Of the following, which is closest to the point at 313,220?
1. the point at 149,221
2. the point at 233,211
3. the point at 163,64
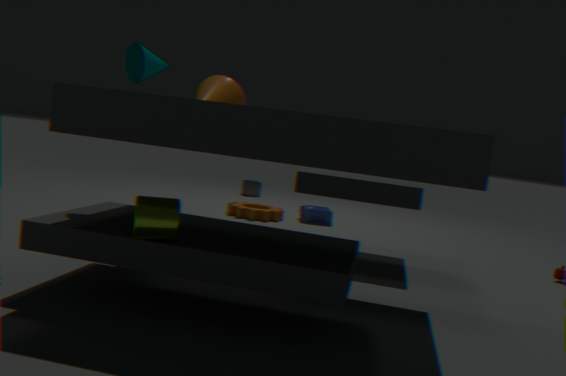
the point at 233,211
